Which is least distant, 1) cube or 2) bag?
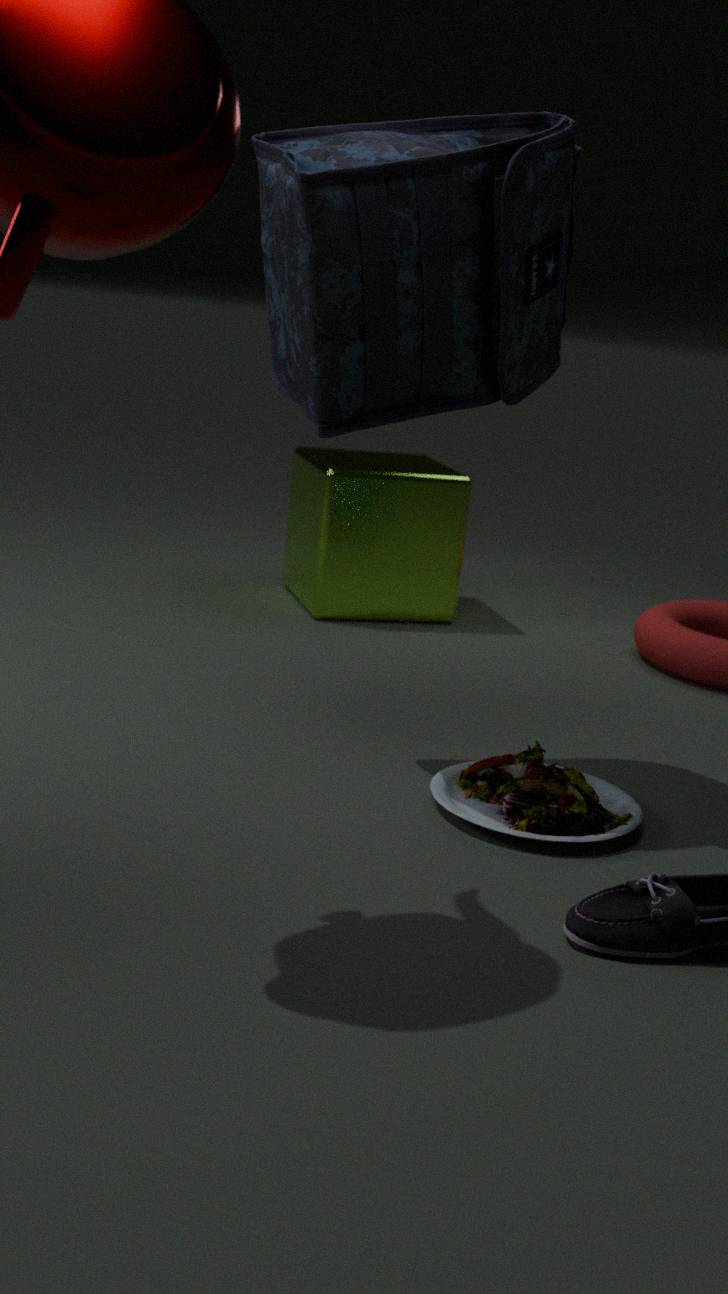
2. bag
